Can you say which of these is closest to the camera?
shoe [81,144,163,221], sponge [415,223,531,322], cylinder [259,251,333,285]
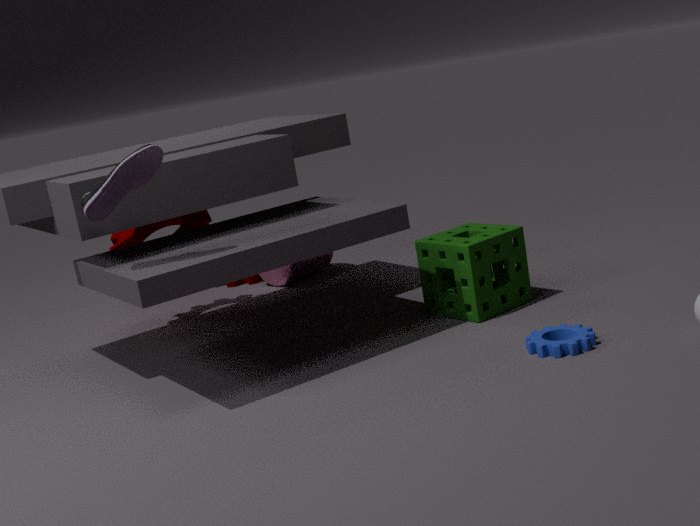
shoe [81,144,163,221]
